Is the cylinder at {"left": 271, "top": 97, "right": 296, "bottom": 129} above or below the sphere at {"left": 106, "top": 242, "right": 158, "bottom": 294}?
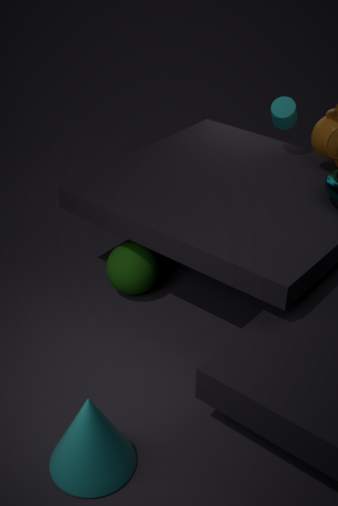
above
